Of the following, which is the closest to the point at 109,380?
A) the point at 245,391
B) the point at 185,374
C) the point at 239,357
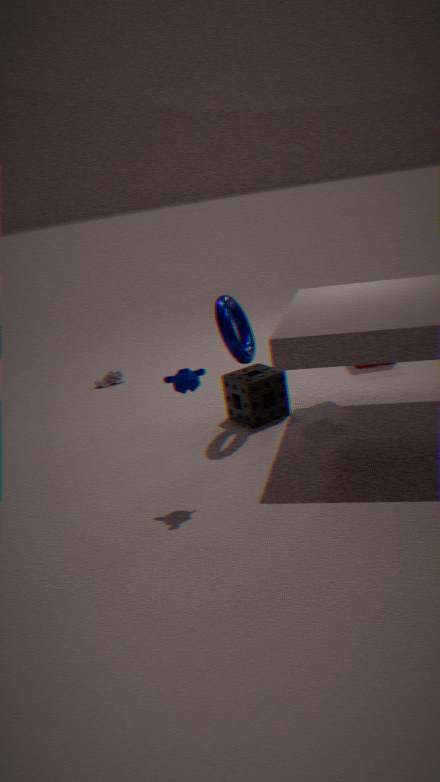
the point at 245,391
